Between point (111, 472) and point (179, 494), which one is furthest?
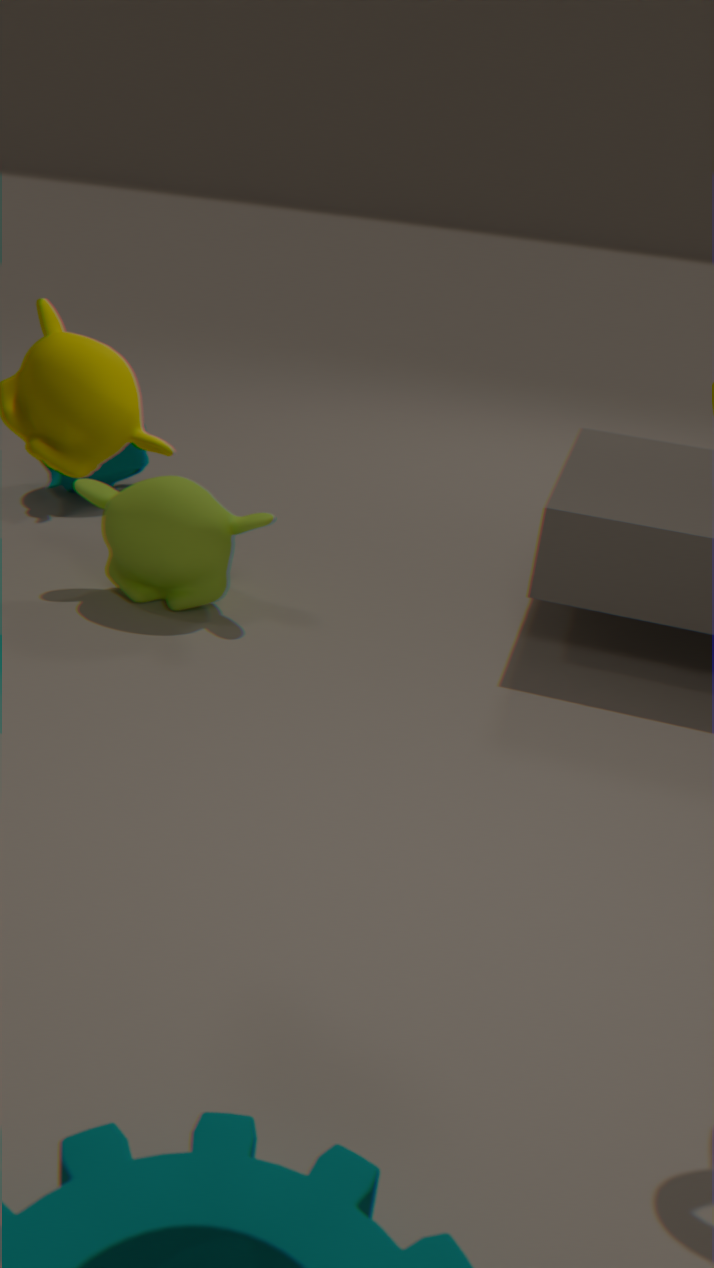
point (111, 472)
